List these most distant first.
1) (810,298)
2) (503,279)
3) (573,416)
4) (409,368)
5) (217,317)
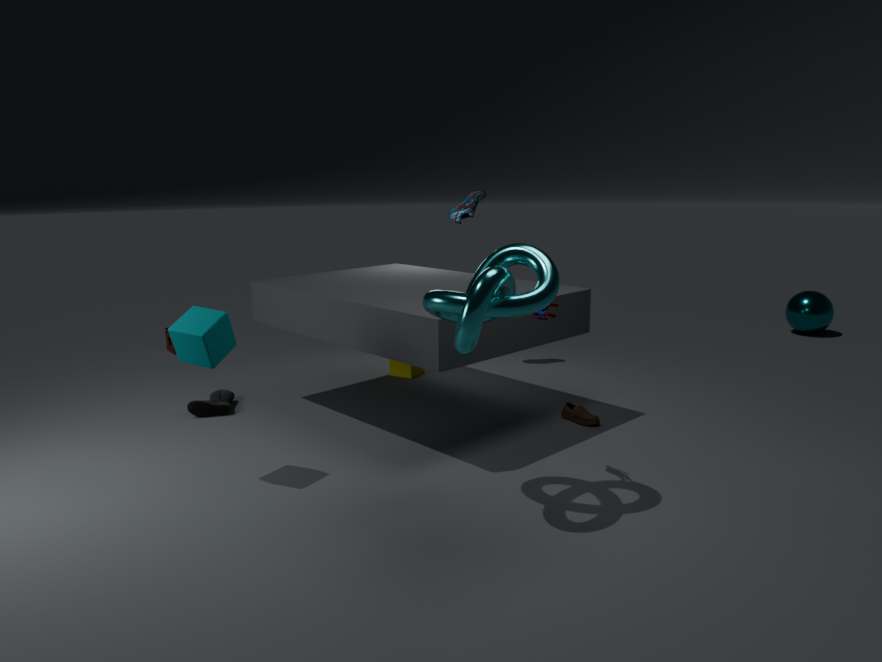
1. 1. (810,298)
2. 4. (409,368)
3. 3. (573,416)
4. 5. (217,317)
5. 2. (503,279)
